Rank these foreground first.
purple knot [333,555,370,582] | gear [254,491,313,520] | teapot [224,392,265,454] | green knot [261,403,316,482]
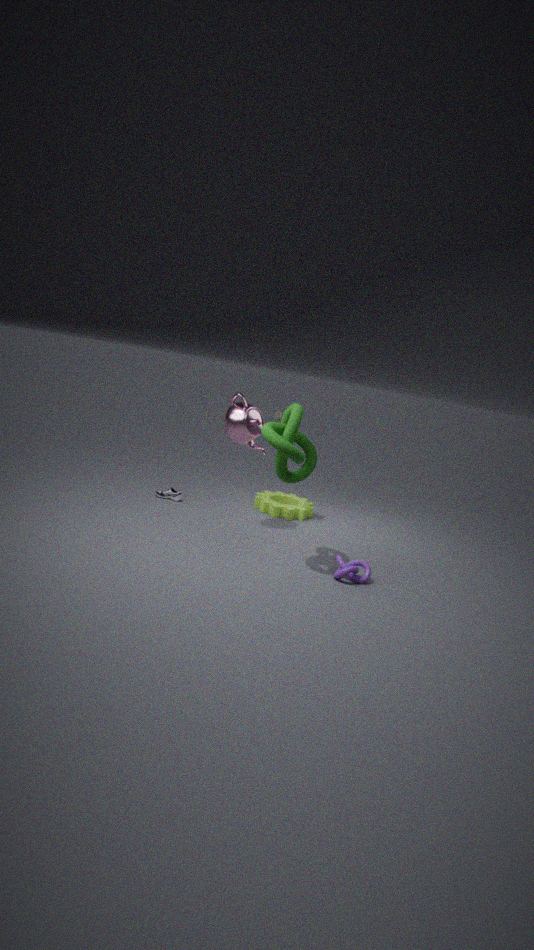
green knot [261,403,316,482] → purple knot [333,555,370,582] → teapot [224,392,265,454] → gear [254,491,313,520]
